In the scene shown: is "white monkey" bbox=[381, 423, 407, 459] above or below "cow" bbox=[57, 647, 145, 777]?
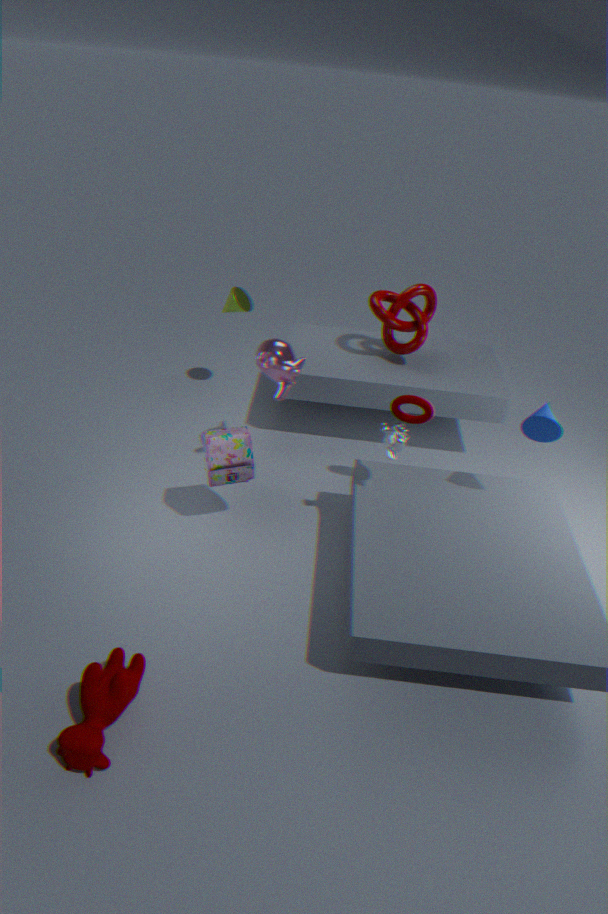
above
